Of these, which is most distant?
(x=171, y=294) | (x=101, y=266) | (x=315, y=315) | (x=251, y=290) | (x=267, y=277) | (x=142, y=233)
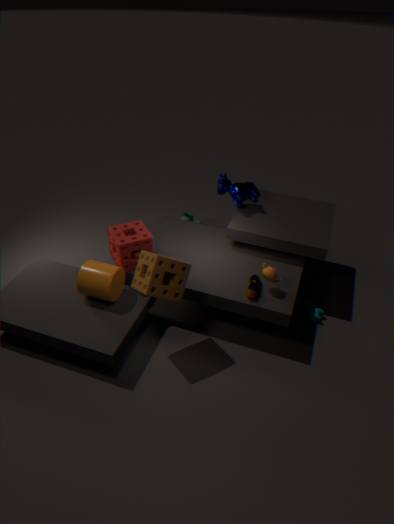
(x=315, y=315)
